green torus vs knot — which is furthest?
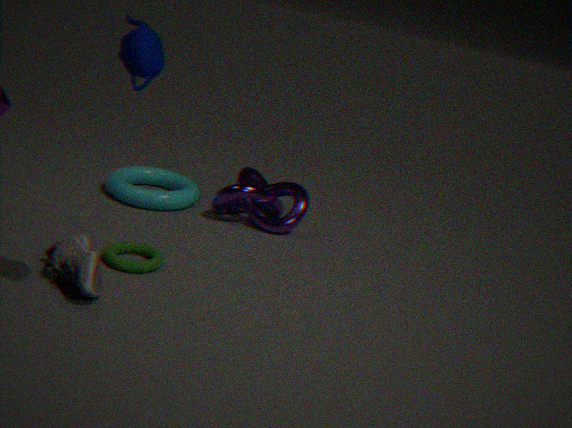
knot
